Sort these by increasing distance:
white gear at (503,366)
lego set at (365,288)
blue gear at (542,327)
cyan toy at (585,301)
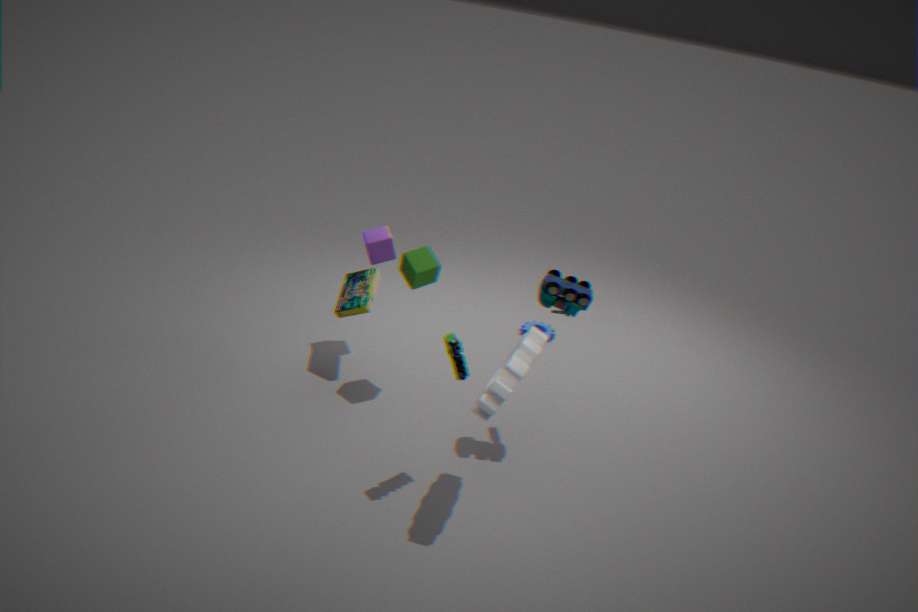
white gear at (503,366)
cyan toy at (585,301)
lego set at (365,288)
blue gear at (542,327)
